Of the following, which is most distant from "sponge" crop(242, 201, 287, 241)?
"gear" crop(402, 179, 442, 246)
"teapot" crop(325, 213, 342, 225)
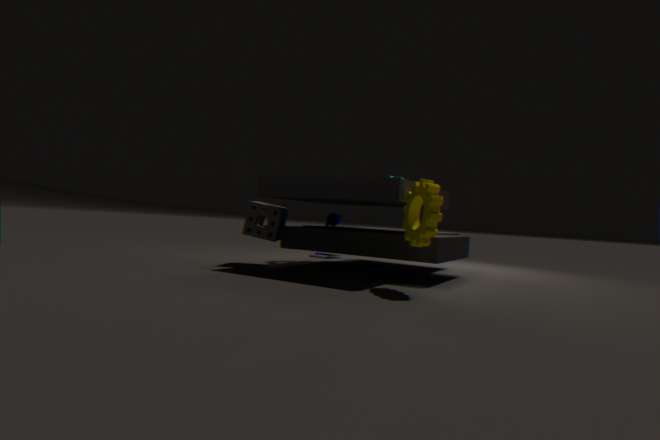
"gear" crop(402, 179, 442, 246)
